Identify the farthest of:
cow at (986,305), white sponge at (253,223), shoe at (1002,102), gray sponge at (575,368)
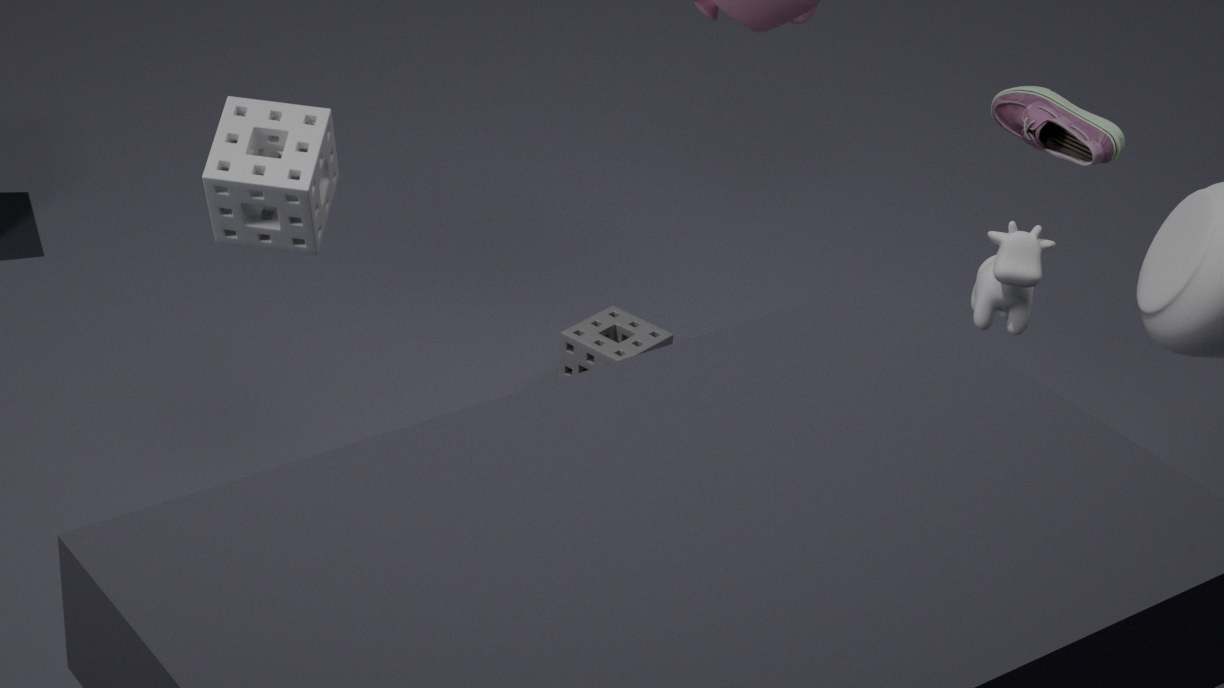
gray sponge at (575,368)
